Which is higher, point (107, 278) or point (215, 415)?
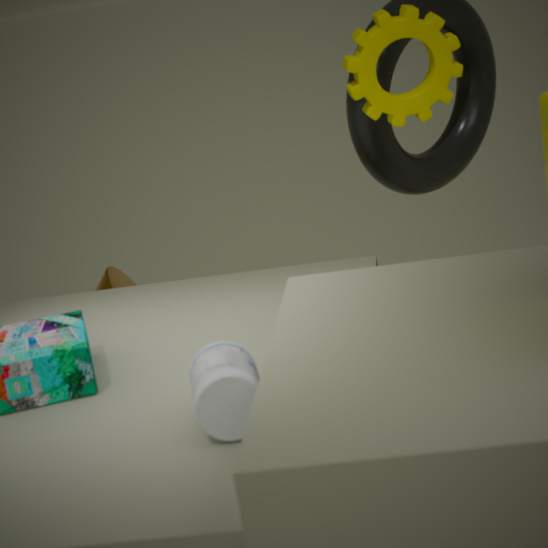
point (215, 415)
